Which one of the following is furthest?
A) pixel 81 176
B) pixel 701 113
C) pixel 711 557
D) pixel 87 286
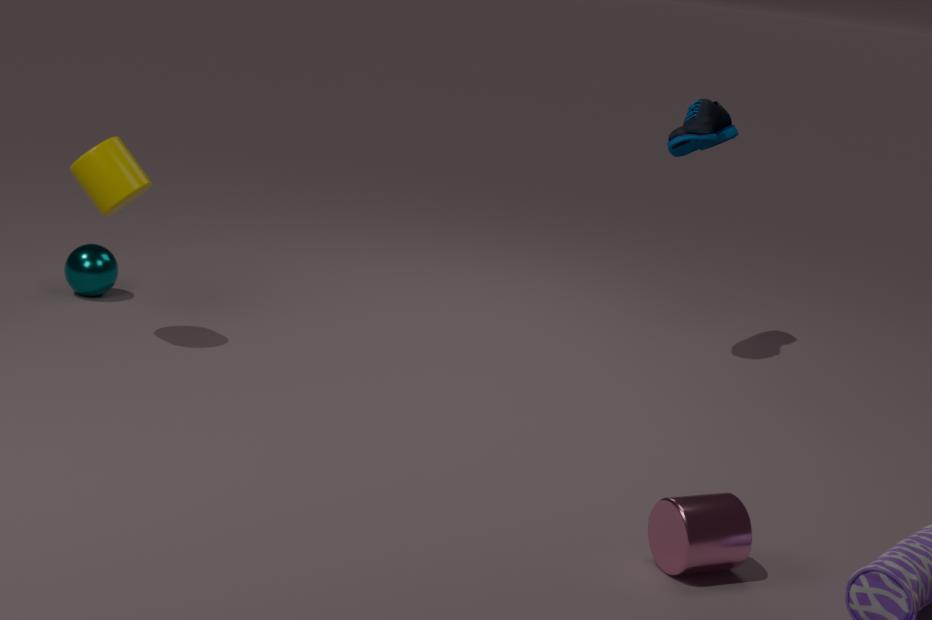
pixel 87 286
